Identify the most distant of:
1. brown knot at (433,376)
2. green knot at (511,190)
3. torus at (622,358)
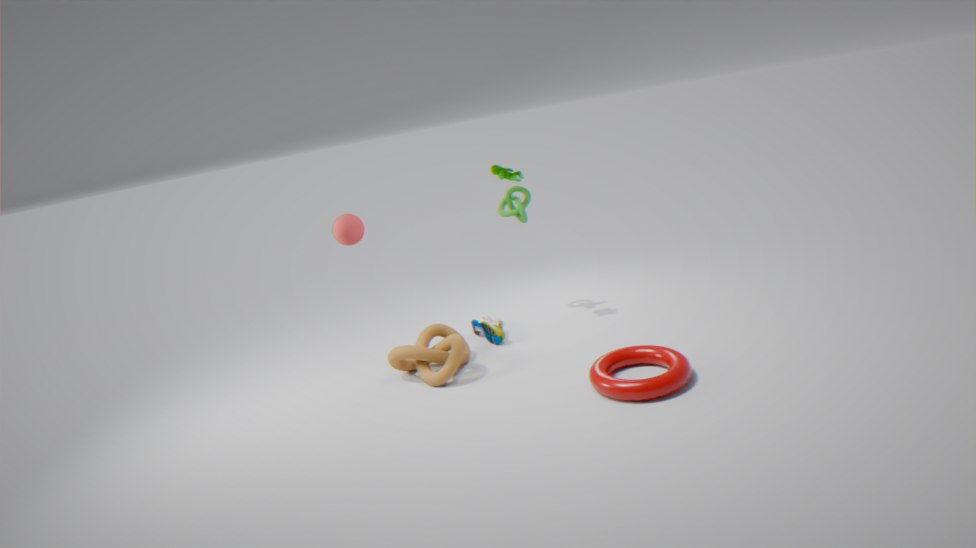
green knot at (511,190)
